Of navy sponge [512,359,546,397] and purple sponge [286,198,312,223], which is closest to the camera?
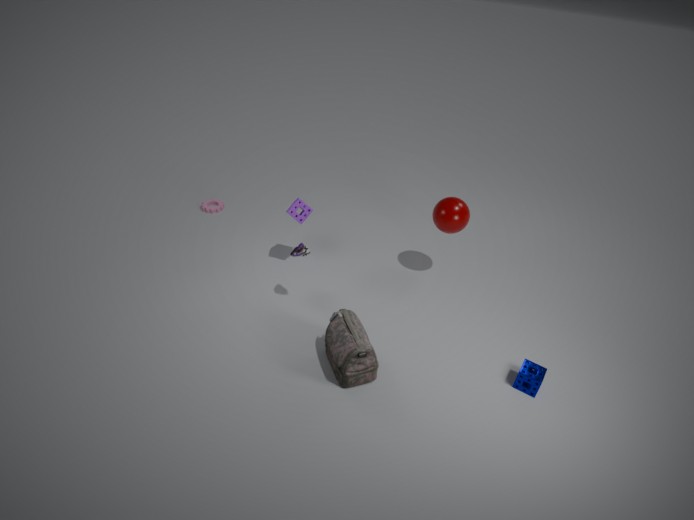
navy sponge [512,359,546,397]
